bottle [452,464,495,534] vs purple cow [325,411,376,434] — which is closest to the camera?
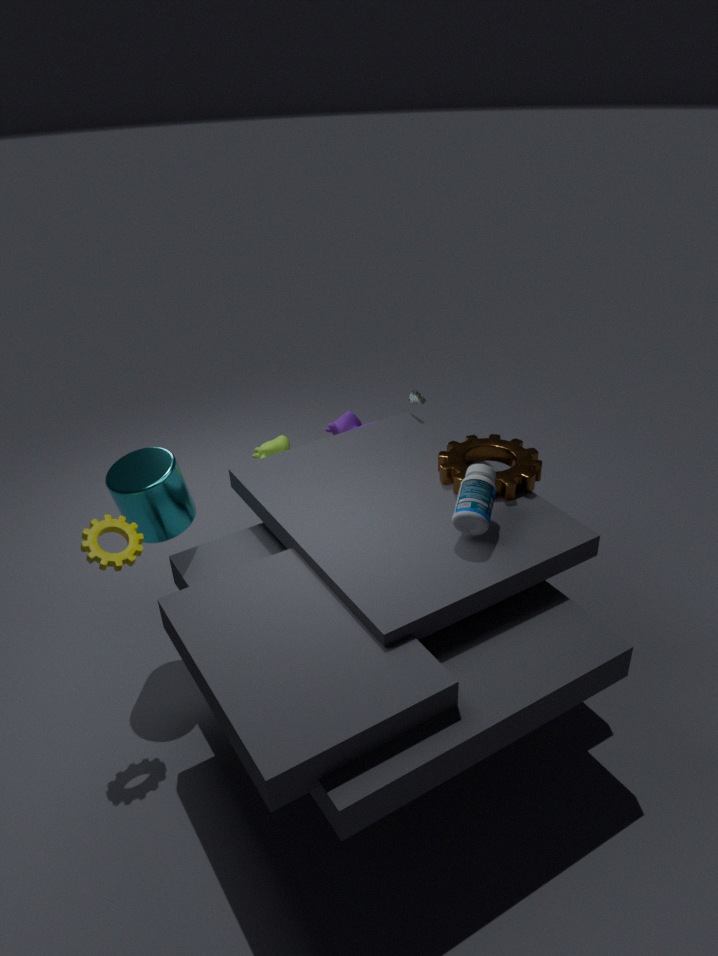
bottle [452,464,495,534]
